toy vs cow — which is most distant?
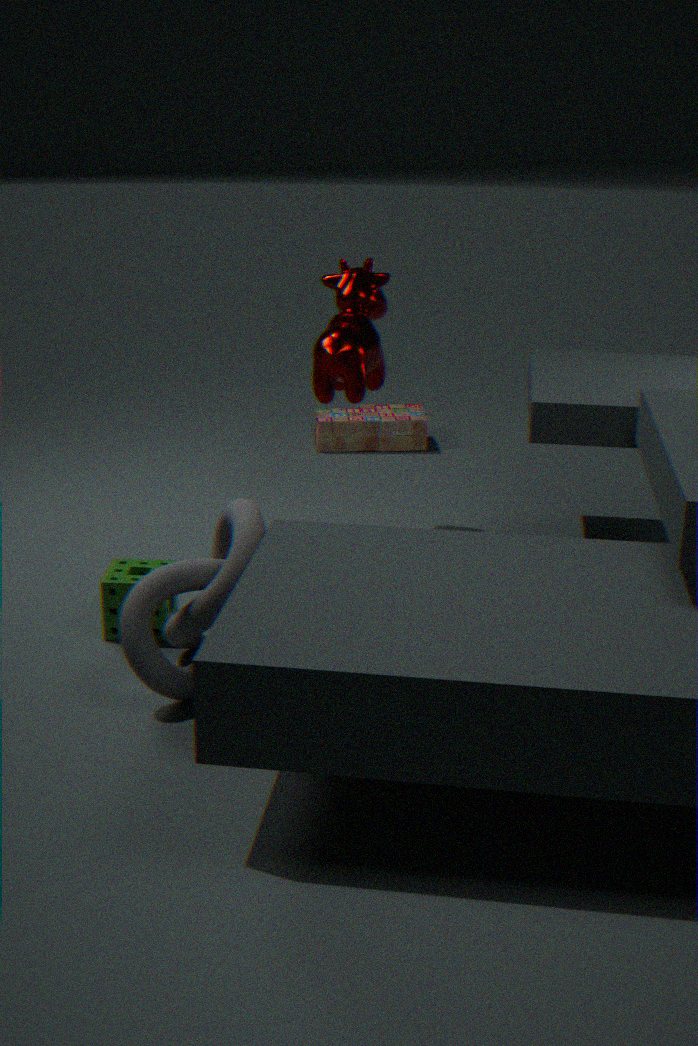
toy
